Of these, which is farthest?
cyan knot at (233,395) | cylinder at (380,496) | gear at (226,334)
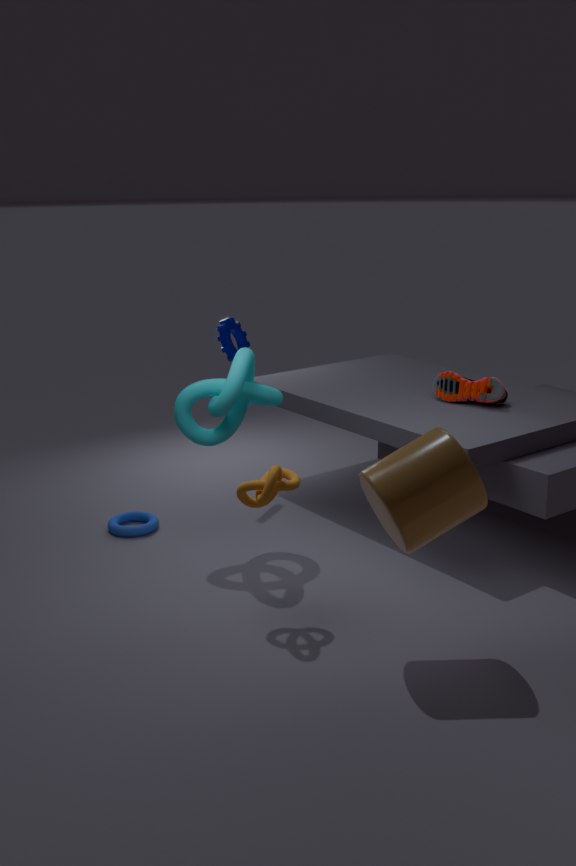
gear at (226,334)
